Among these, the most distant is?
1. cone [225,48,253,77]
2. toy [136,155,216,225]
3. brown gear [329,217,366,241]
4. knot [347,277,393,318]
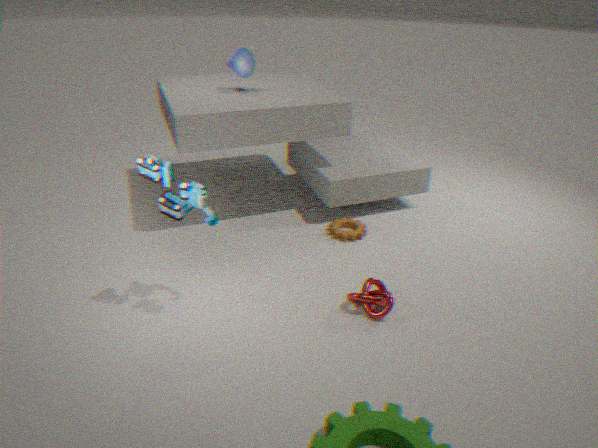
cone [225,48,253,77]
